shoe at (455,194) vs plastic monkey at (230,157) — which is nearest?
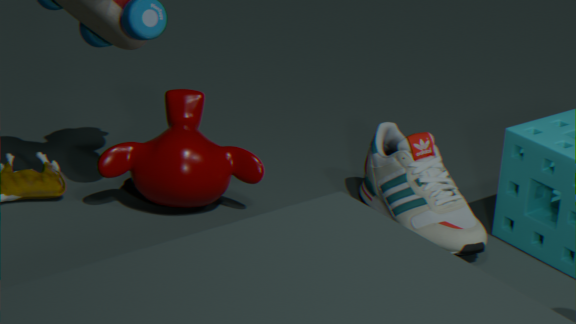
shoe at (455,194)
